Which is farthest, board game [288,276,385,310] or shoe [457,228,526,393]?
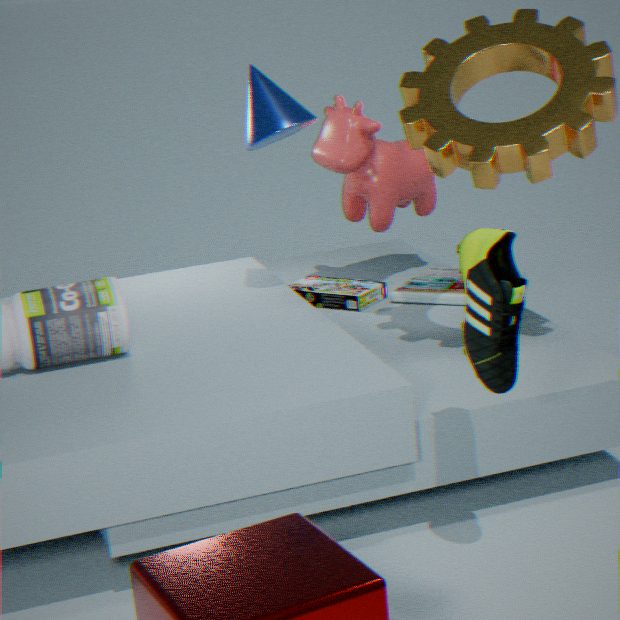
board game [288,276,385,310]
